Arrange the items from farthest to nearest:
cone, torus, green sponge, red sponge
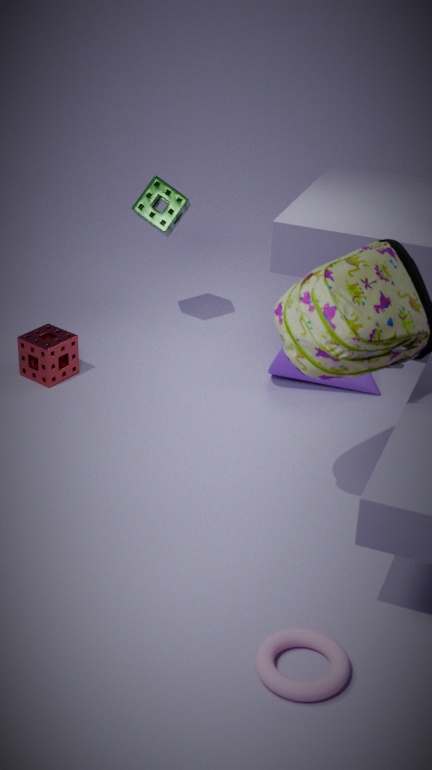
Result: green sponge
red sponge
cone
torus
